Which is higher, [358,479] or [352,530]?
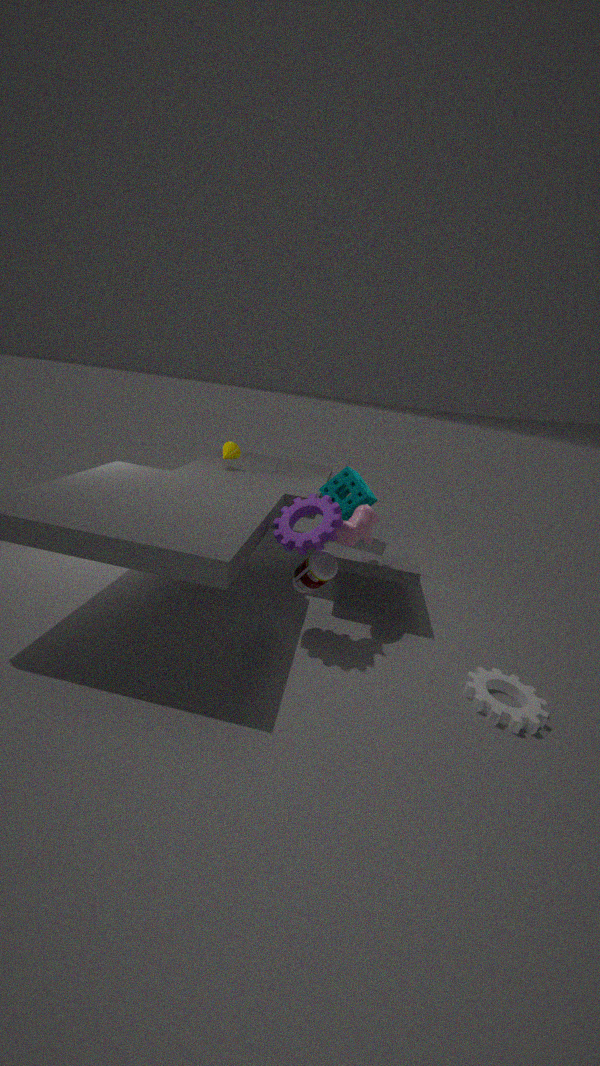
[358,479]
